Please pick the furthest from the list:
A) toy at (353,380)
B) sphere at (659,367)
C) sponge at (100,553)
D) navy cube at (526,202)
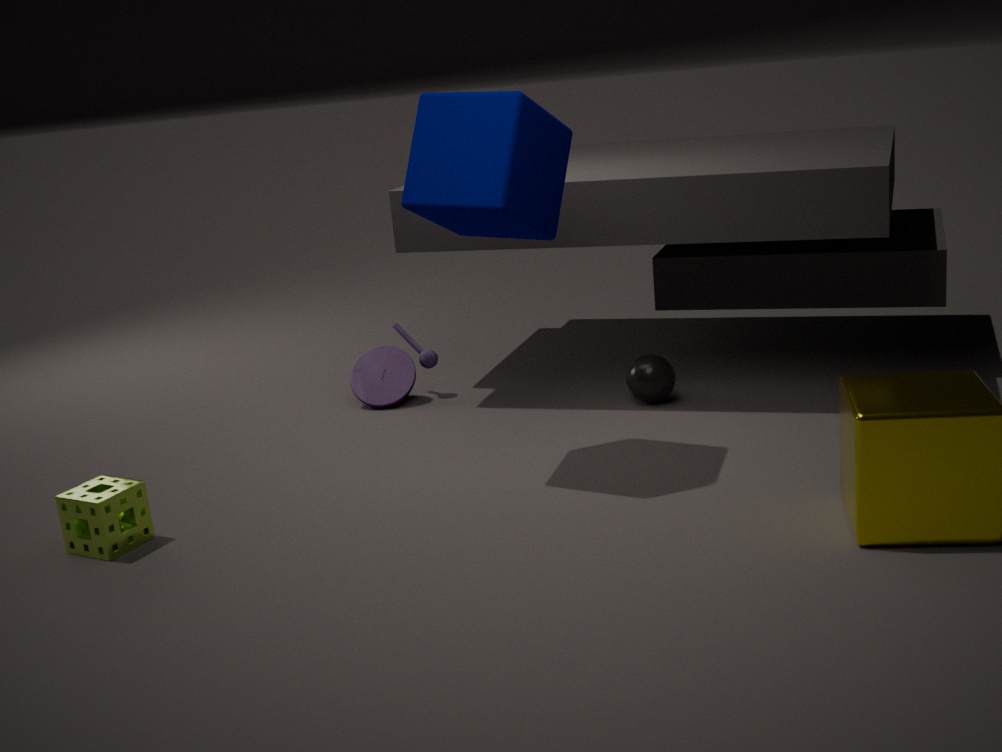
toy at (353,380)
